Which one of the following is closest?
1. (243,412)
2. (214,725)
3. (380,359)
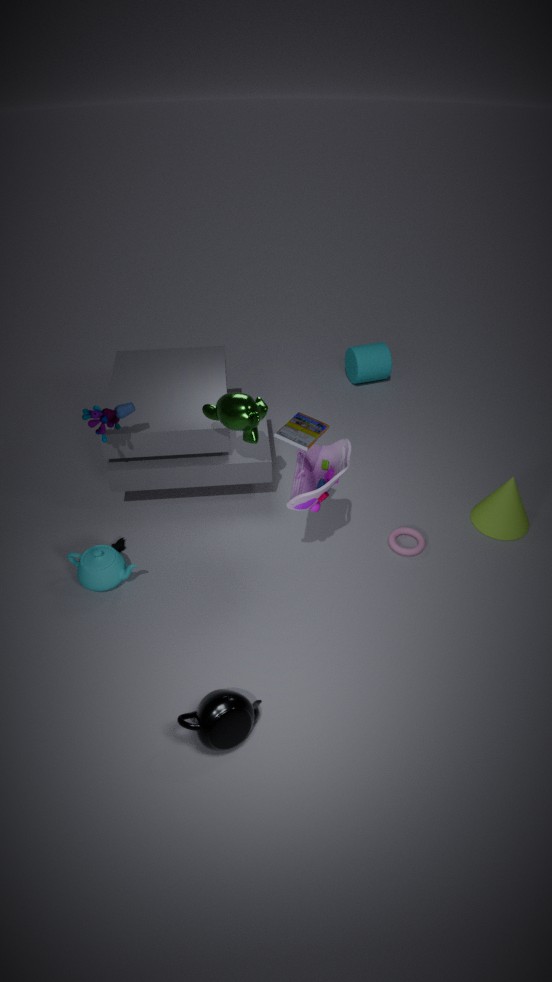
(214,725)
